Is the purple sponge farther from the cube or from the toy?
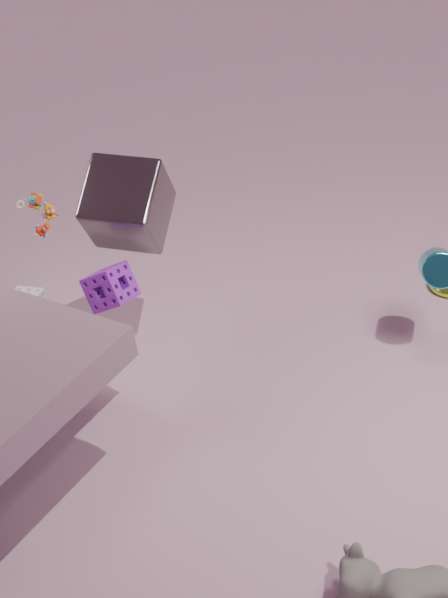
the toy
